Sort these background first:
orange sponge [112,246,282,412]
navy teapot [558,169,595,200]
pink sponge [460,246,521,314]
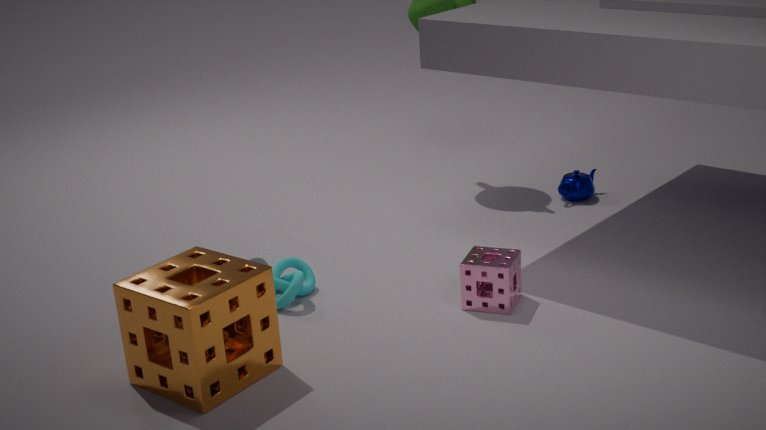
navy teapot [558,169,595,200]
pink sponge [460,246,521,314]
orange sponge [112,246,282,412]
